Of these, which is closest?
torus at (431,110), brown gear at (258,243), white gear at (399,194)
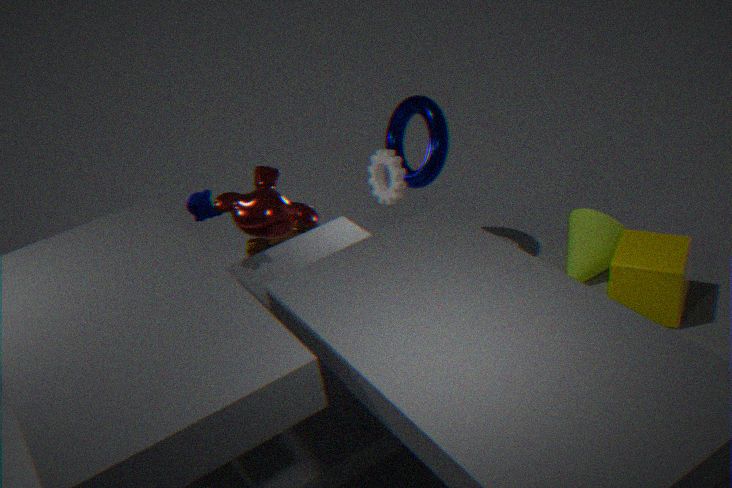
white gear at (399,194)
